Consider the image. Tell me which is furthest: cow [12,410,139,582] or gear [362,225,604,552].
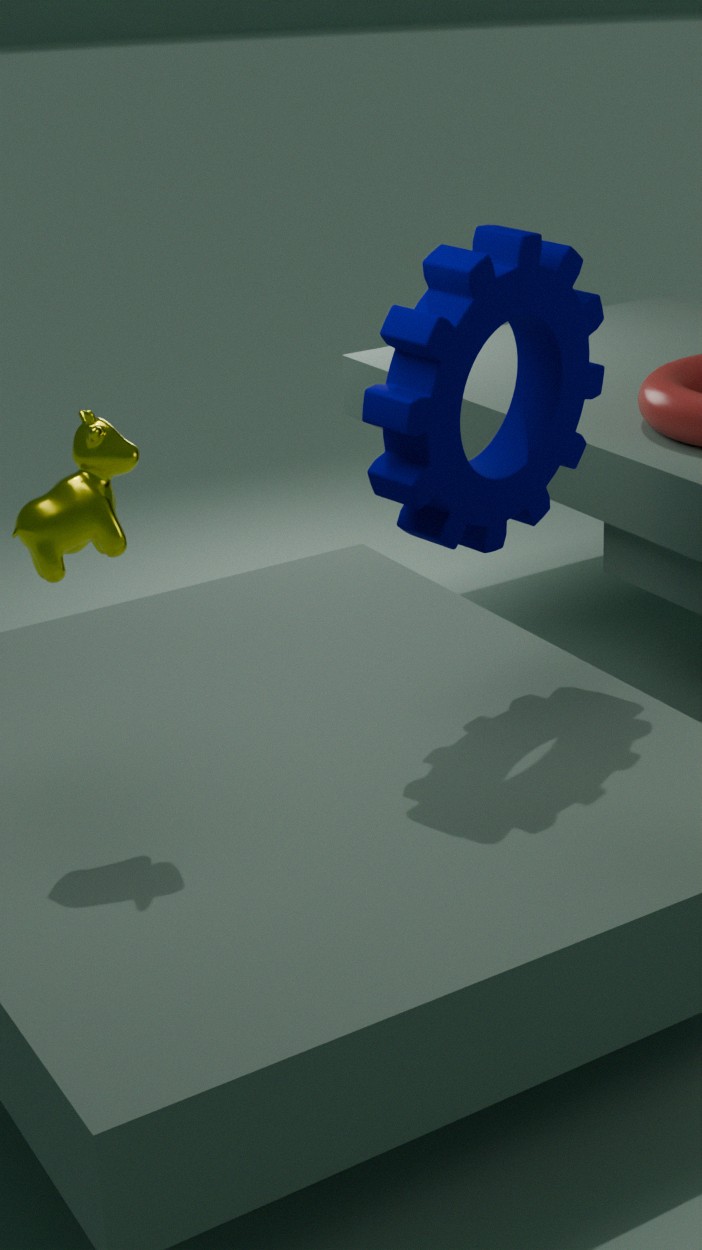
gear [362,225,604,552]
